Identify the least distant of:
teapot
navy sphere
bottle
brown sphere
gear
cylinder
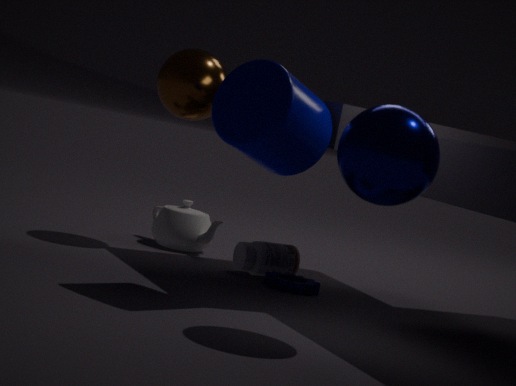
navy sphere
